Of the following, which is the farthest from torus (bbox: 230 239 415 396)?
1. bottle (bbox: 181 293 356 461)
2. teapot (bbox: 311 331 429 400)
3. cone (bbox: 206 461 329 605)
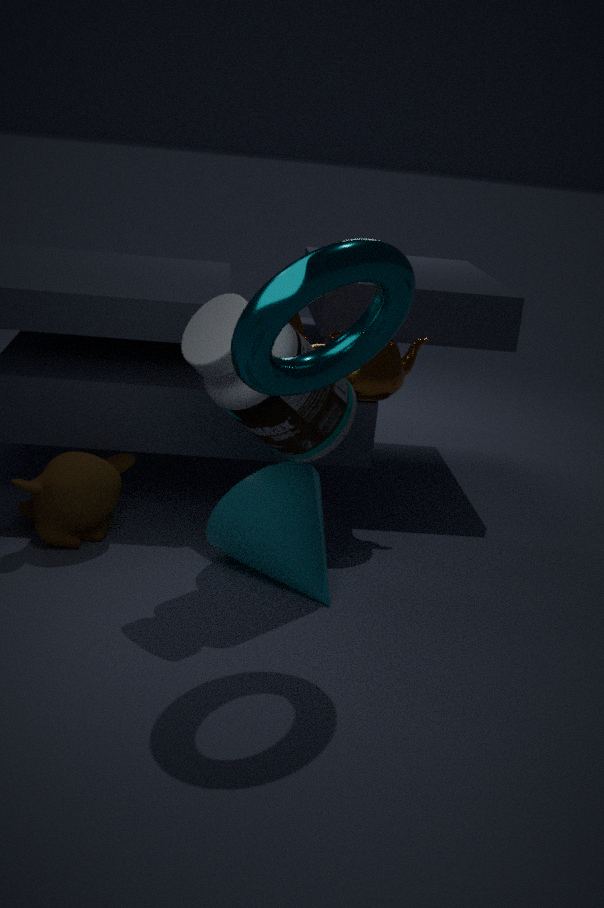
teapot (bbox: 311 331 429 400)
